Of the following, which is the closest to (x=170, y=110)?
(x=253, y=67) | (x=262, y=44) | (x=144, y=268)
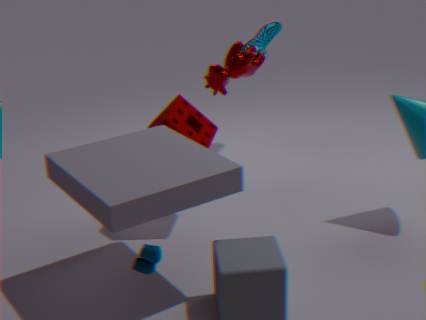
(x=253, y=67)
